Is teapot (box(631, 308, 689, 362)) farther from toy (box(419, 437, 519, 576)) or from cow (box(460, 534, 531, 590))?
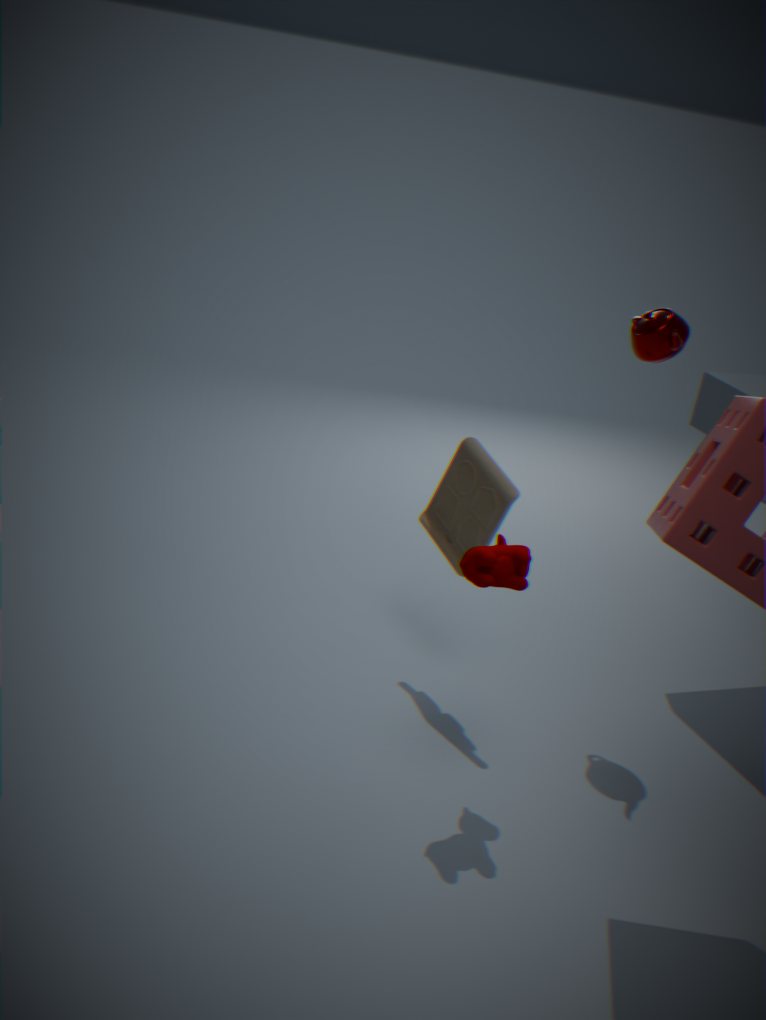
cow (box(460, 534, 531, 590))
